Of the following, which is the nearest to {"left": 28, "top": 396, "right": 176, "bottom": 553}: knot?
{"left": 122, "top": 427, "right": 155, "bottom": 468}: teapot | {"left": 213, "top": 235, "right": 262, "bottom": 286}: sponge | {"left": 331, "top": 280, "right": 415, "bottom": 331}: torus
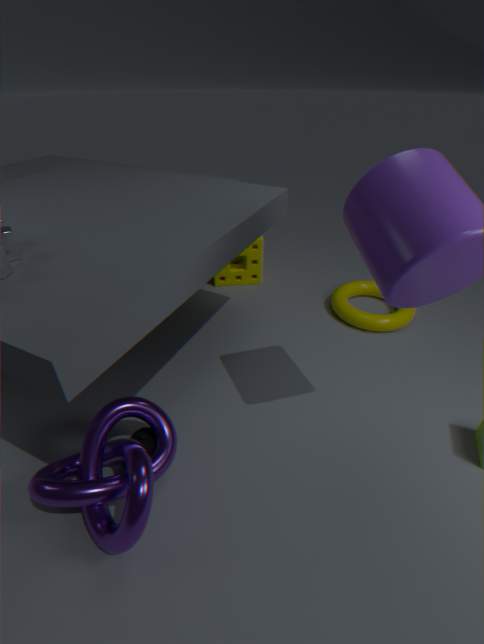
{"left": 122, "top": 427, "right": 155, "bottom": 468}: teapot
